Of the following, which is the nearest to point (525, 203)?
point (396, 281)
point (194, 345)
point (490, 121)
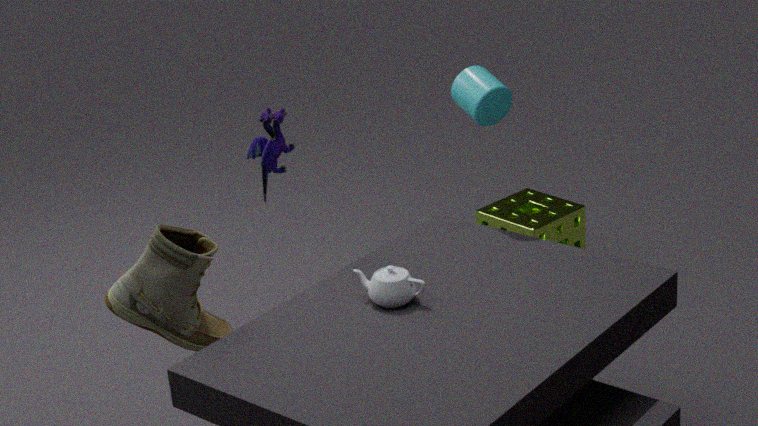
point (490, 121)
